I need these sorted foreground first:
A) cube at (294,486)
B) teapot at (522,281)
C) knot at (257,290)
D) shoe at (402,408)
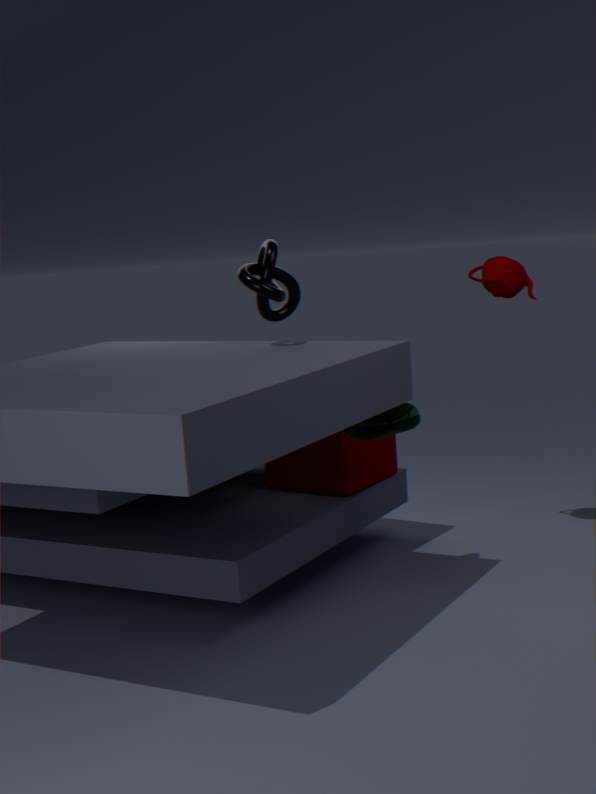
1. knot at (257,290)
2. shoe at (402,408)
3. cube at (294,486)
4. teapot at (522,281)
